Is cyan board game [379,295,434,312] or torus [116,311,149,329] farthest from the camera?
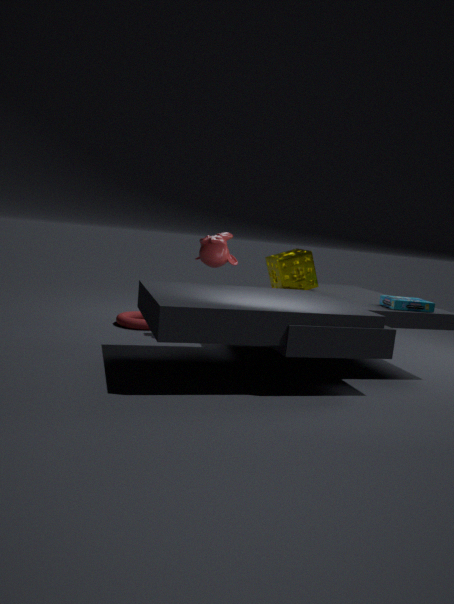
torus [116,311,149,329]
